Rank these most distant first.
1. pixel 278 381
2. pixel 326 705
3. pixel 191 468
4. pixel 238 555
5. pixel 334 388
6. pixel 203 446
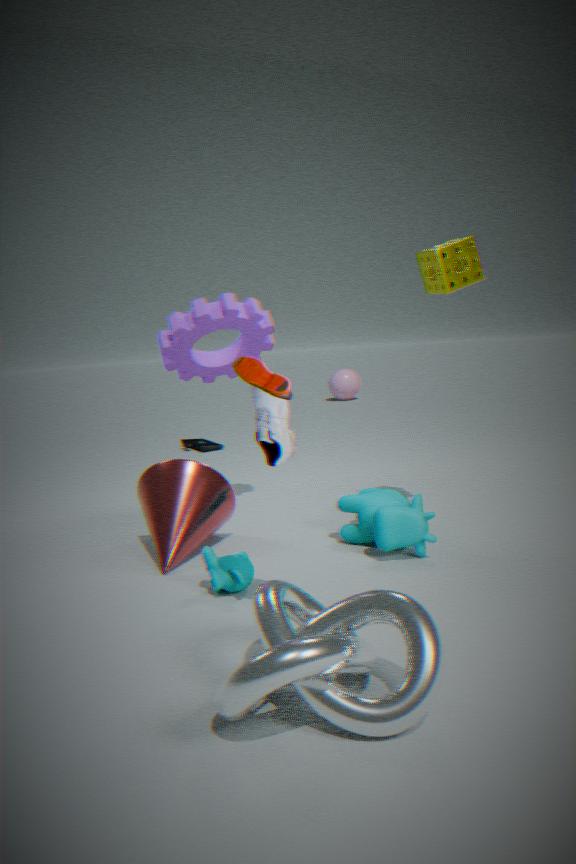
pixel 334 388 → pixel 203 446 → pixel 191 468 → pixel 238 555 → pixel 278 381 → pixel 326 705
